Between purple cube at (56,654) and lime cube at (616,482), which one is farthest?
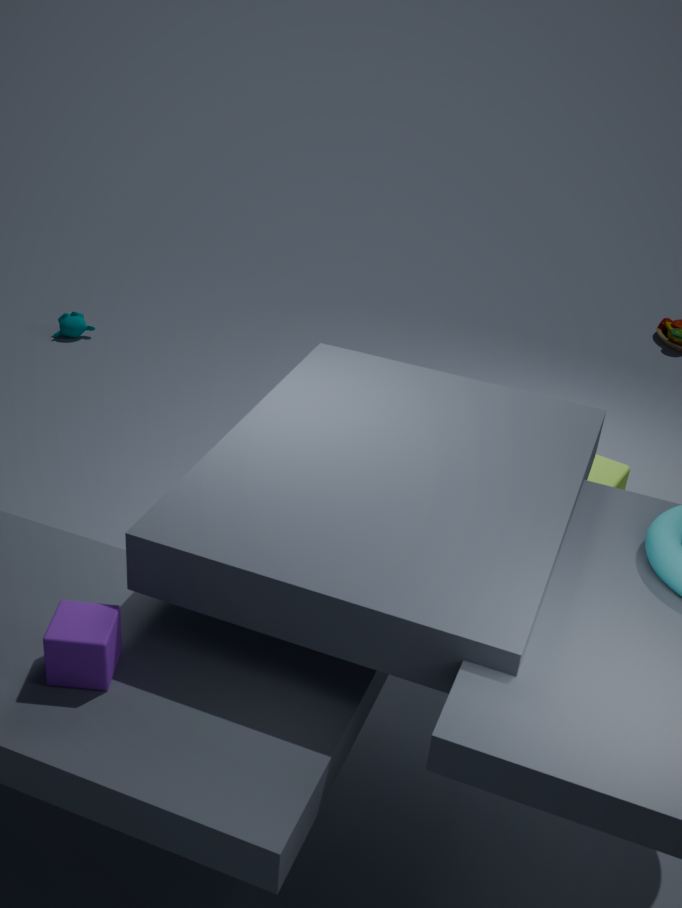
lime cube at (616,482)
